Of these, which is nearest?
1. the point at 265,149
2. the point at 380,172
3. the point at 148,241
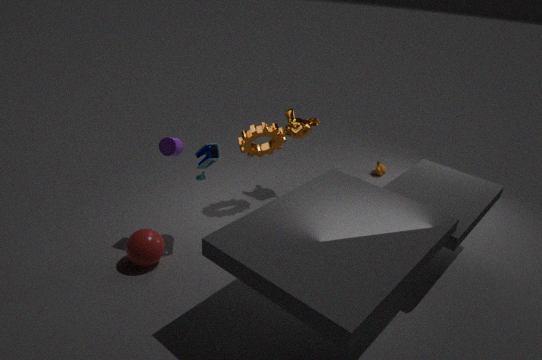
the point at 148,241
